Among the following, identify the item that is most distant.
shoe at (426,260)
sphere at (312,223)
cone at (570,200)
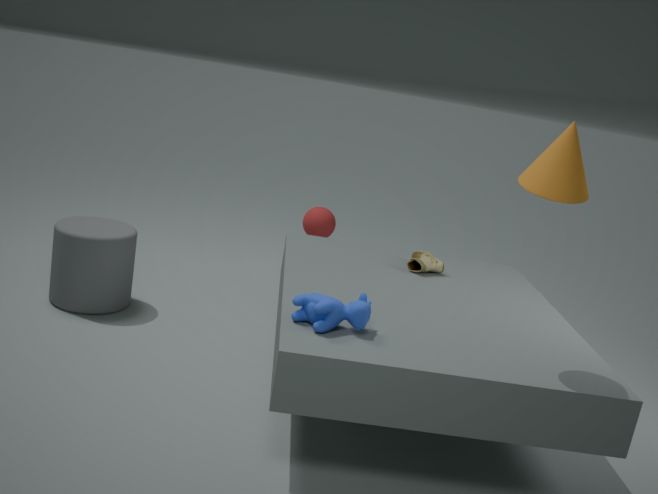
sphere at (312,223)
